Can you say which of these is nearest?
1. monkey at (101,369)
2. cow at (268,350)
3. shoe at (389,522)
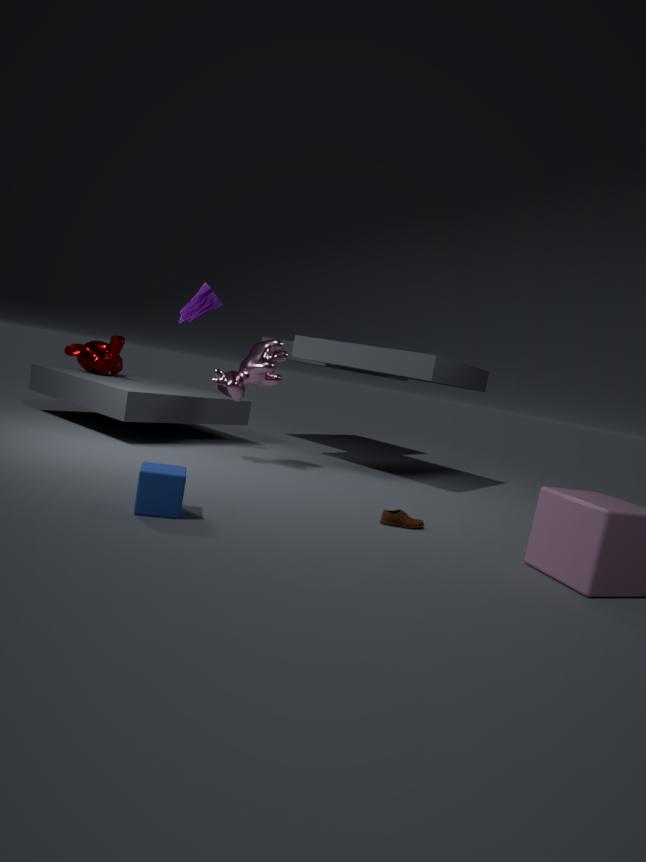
shoe at (389,522)
